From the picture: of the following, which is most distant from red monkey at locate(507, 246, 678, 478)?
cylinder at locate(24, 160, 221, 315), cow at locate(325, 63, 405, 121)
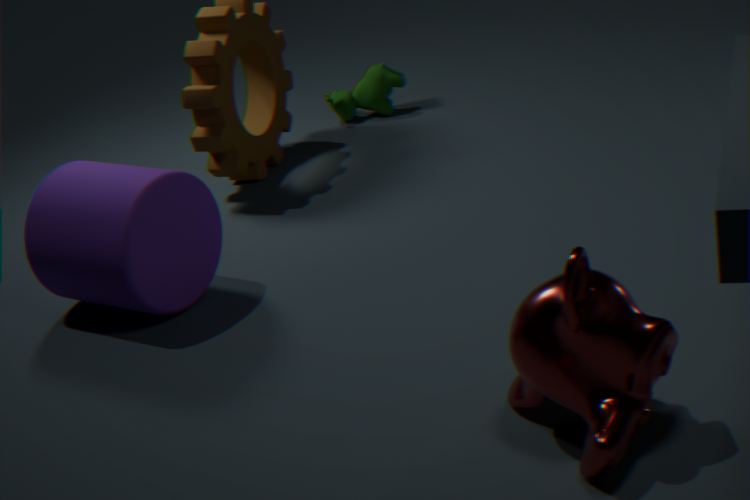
cow at locate(325, 63, 405, 121)
